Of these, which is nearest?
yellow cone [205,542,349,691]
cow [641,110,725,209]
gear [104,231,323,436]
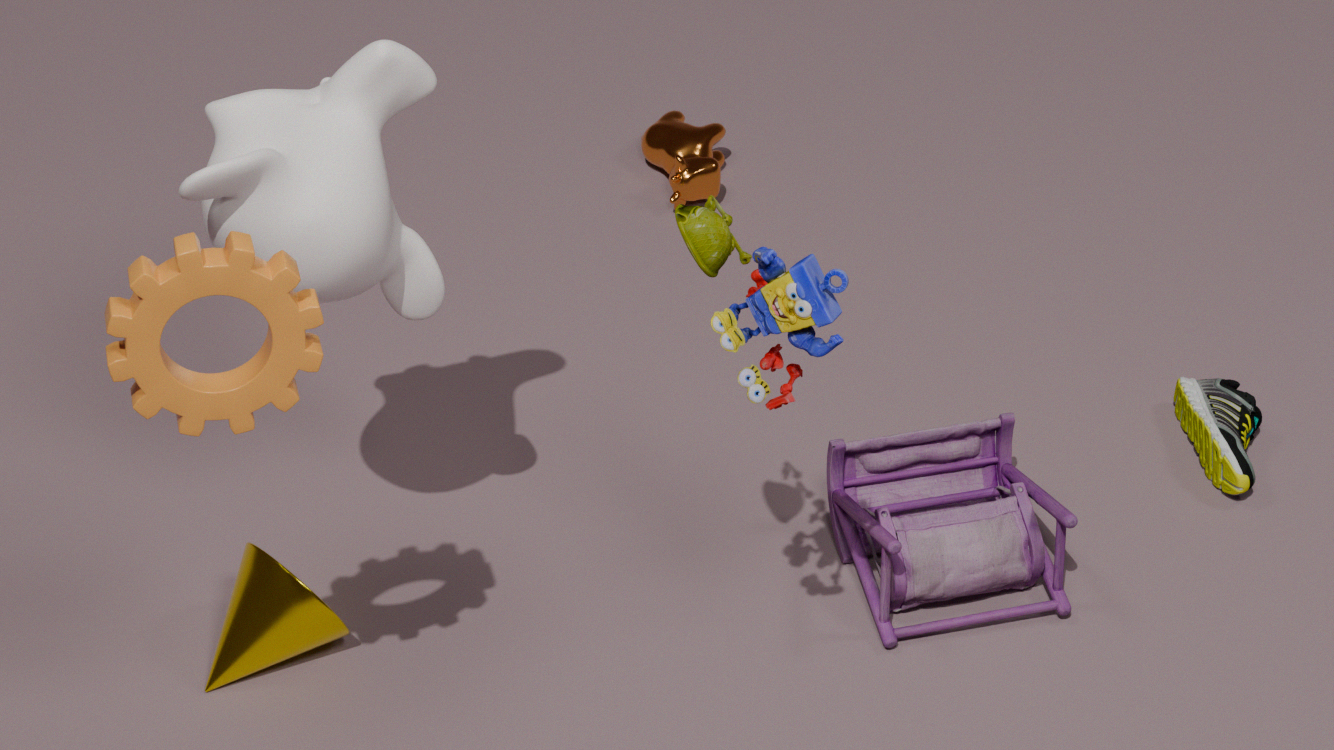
gear [104,231,323,436]
